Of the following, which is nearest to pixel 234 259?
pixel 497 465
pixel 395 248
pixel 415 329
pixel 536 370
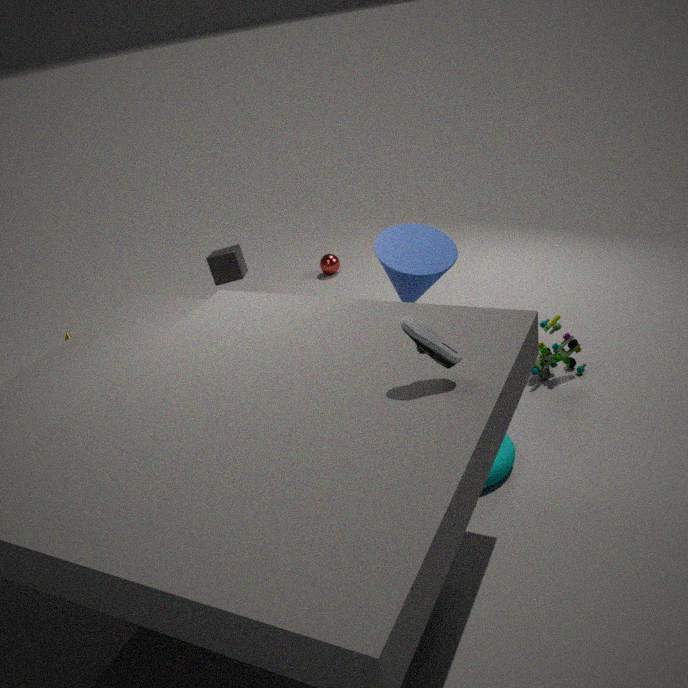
pixel 395 248
